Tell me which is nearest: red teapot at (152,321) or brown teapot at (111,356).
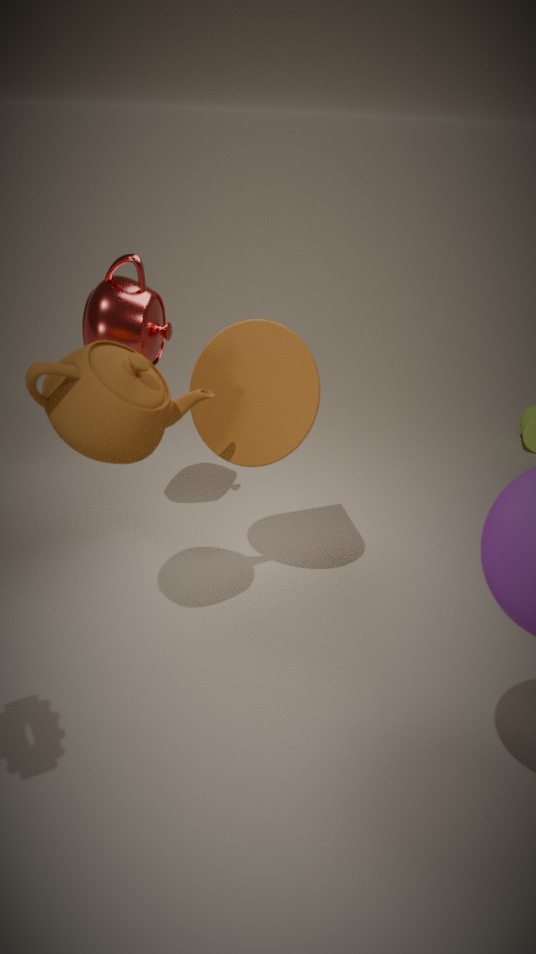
brown teapot at (111,356)
